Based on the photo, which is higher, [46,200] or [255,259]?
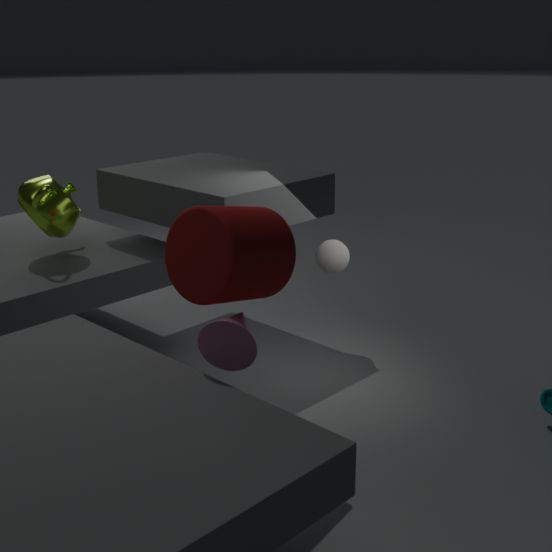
[255,259]
